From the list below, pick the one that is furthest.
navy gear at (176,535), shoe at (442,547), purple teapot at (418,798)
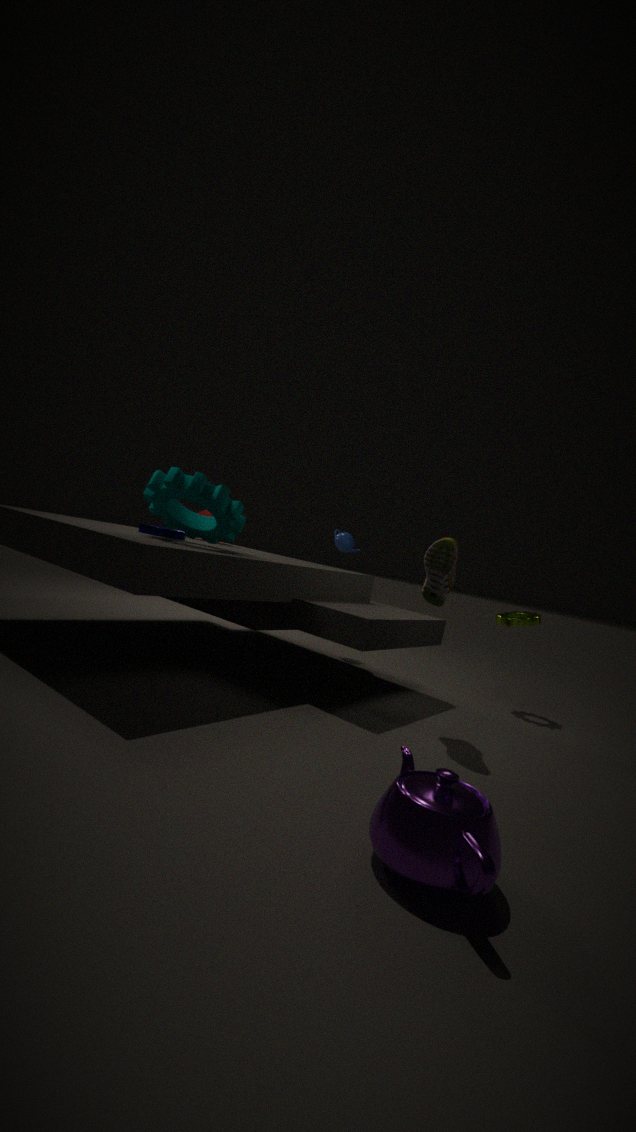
navy gear at (176,535)
